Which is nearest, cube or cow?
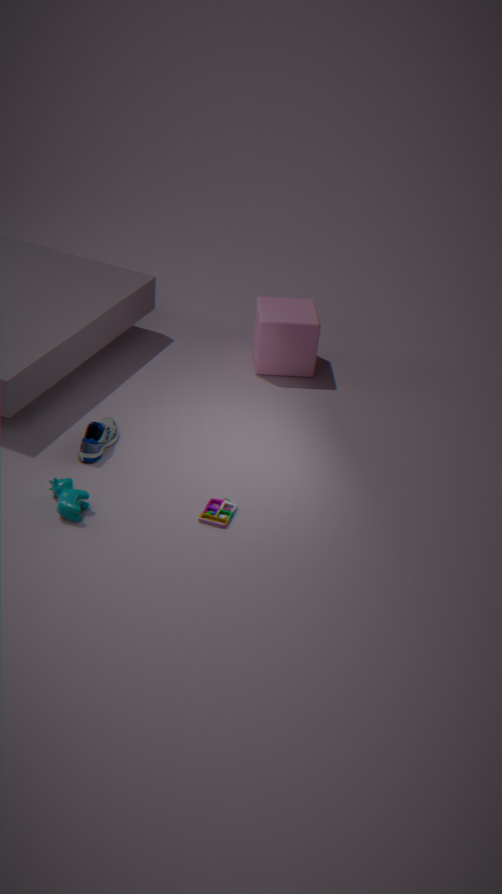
cow
